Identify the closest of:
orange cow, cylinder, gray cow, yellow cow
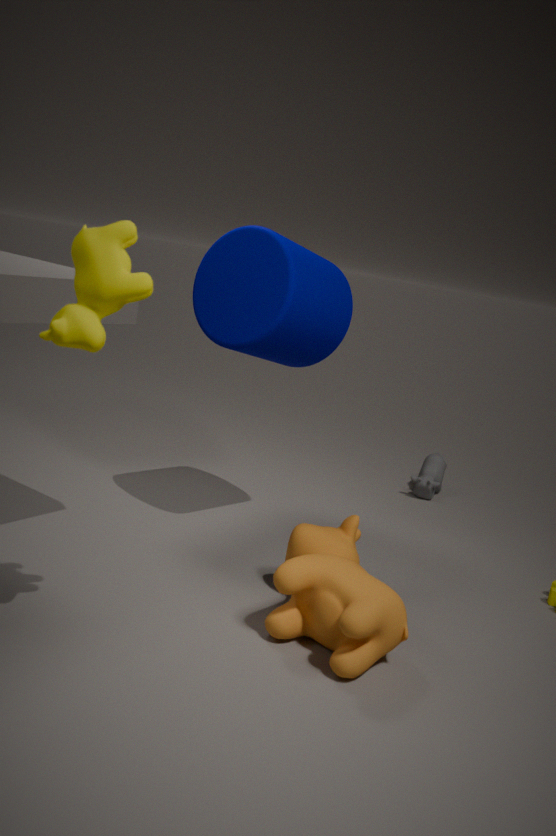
yellow cow
